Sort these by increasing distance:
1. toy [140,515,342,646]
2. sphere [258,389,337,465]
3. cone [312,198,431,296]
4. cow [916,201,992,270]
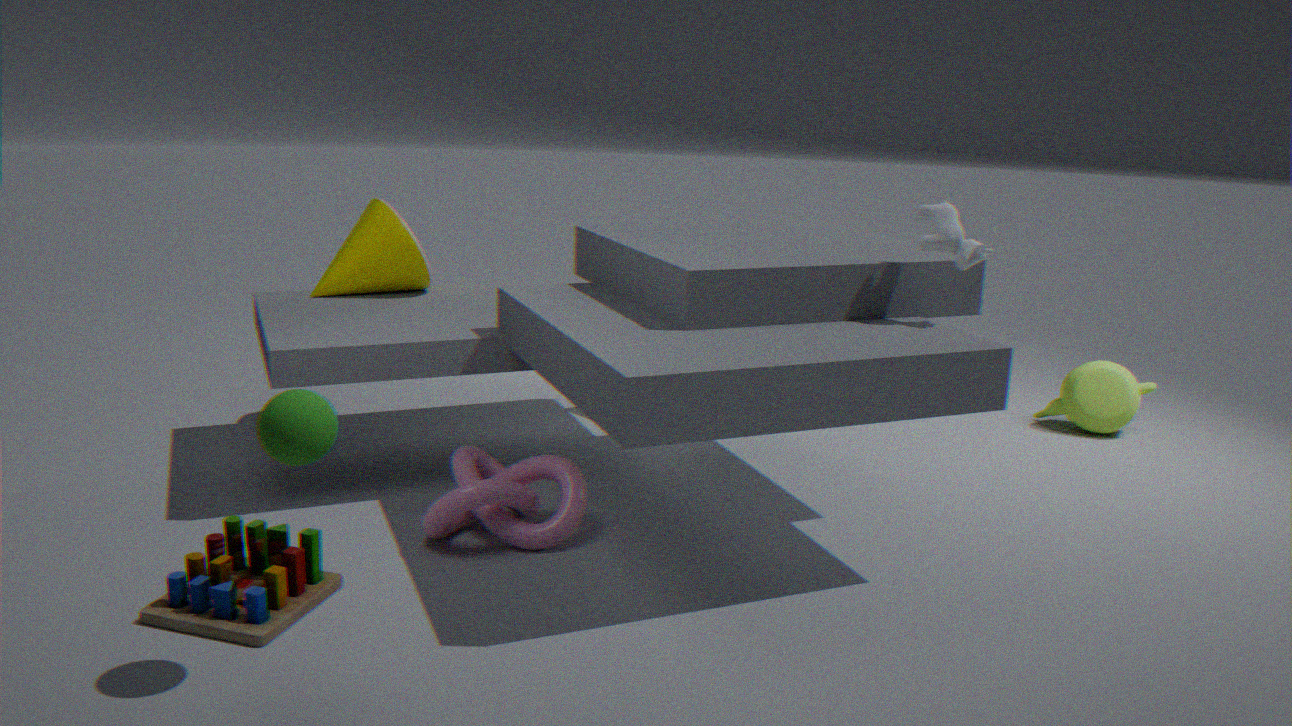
A: sphere [258,389,337,465] < toy [140,515,342,646] < cow [916,201,992,270] < cone [312,198,431,296]
